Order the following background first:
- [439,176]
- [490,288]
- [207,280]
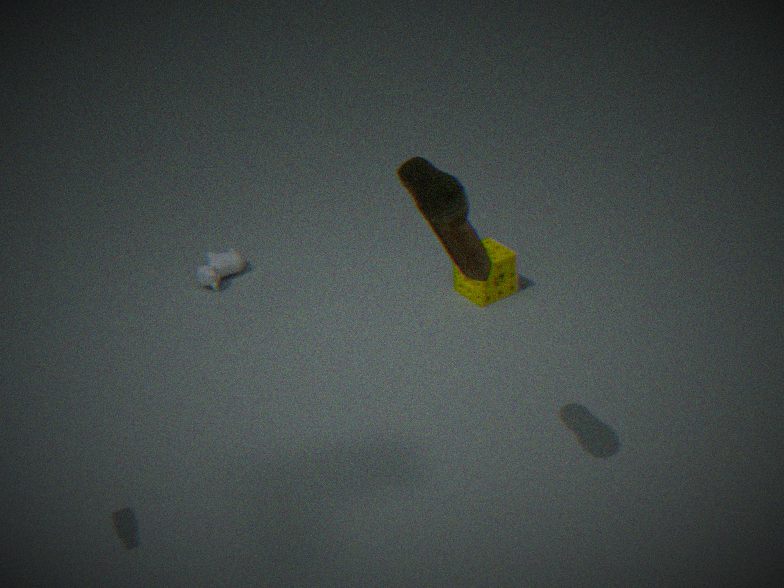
[207,280] → [490,288] → [439,176]
